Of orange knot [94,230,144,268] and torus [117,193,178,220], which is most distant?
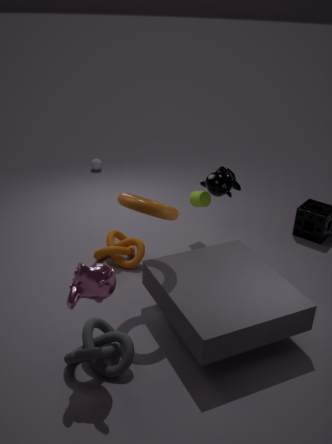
orange knot [94,230,144,268]
